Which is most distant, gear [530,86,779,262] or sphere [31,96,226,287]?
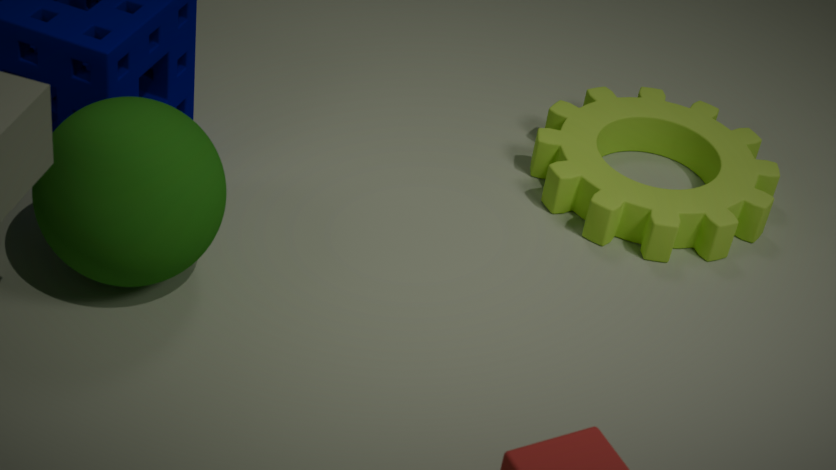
gear [530,86,779,262]
